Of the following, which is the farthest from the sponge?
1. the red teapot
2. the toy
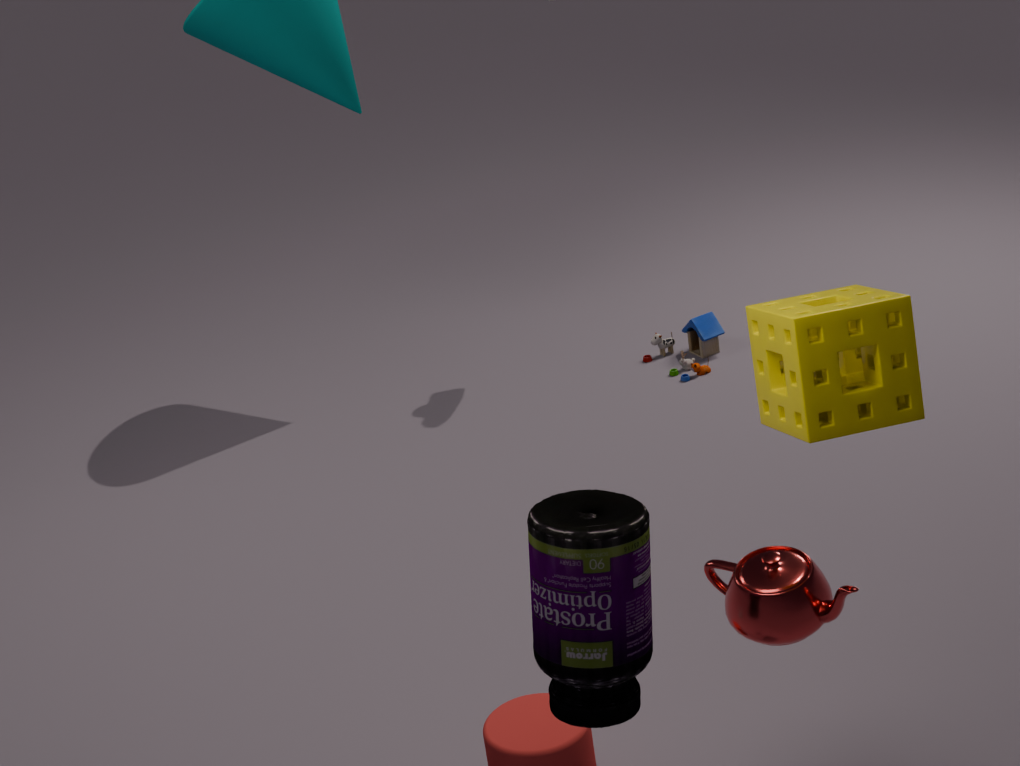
the toy
